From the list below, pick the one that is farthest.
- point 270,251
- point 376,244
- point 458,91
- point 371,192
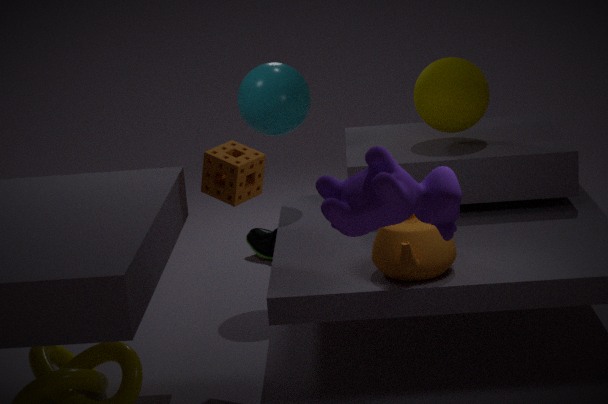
point 270,251
